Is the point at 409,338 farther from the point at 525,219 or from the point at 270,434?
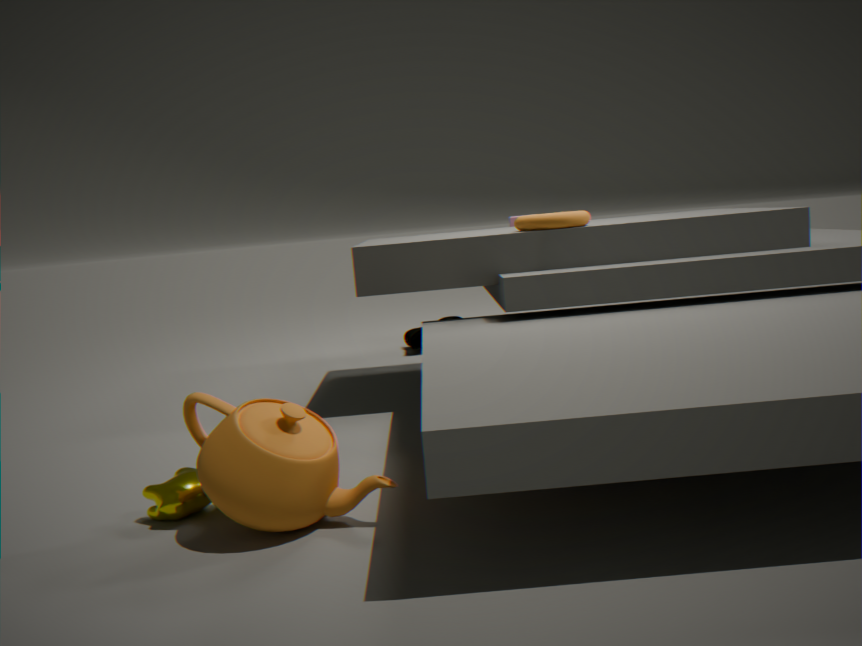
the point at 270,434
